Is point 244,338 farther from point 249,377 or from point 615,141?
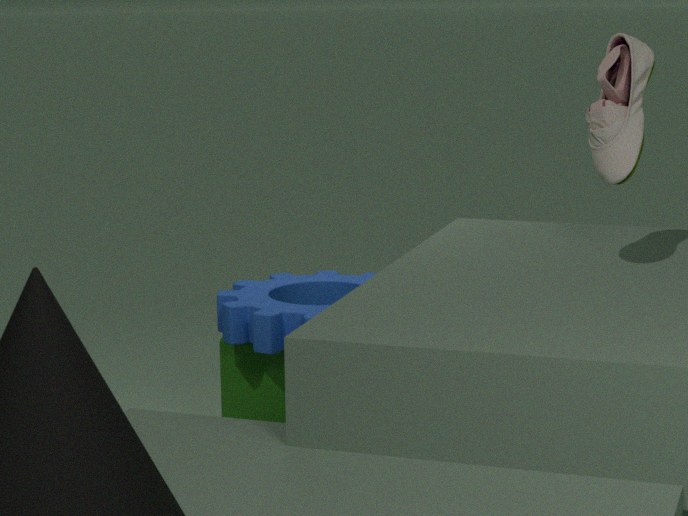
point 615,141
